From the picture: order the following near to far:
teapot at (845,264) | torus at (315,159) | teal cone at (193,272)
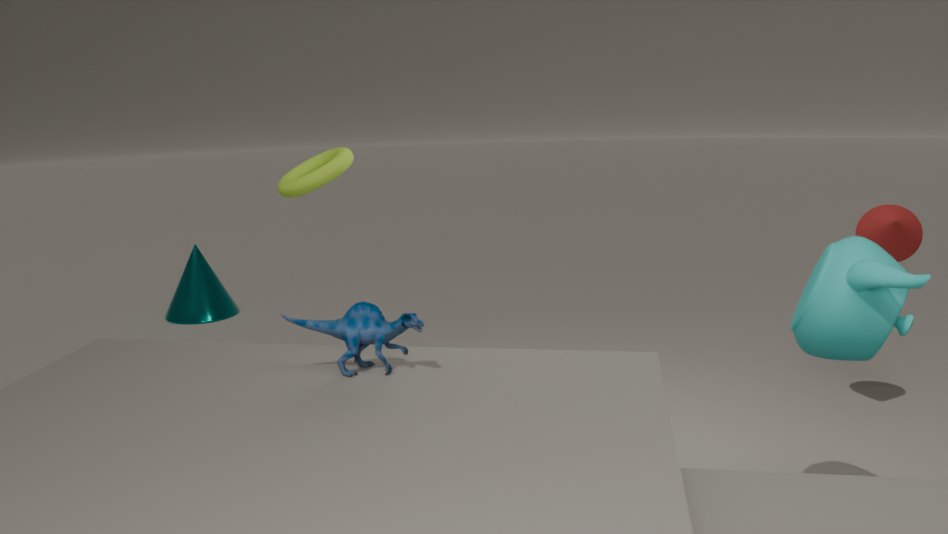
teapot at (845,264), torus at (315,159), teal cone at (193,272)
